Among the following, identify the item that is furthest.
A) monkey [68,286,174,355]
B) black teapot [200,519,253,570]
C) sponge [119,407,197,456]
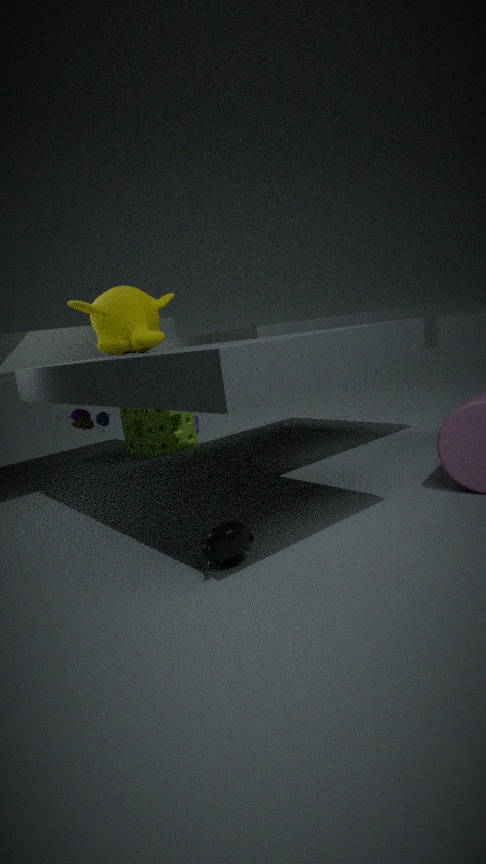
sponge [119,407,197,456]
